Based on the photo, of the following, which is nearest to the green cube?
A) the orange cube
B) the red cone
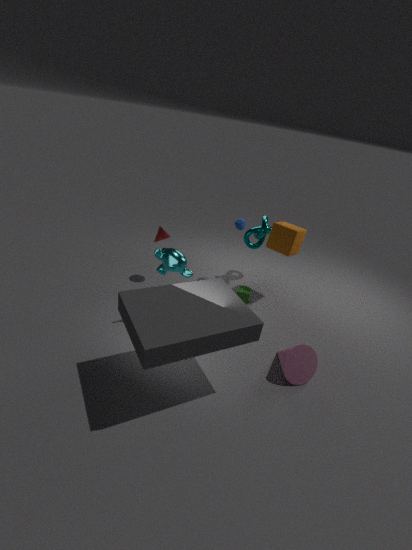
Answer: the orange cube
